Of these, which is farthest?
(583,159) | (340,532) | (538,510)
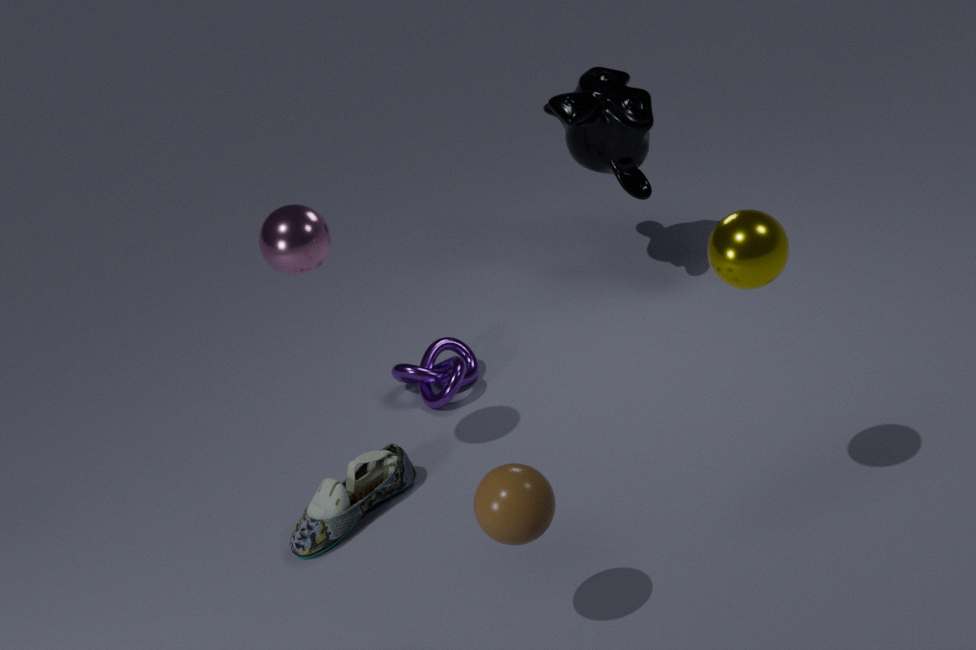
(583,159)
